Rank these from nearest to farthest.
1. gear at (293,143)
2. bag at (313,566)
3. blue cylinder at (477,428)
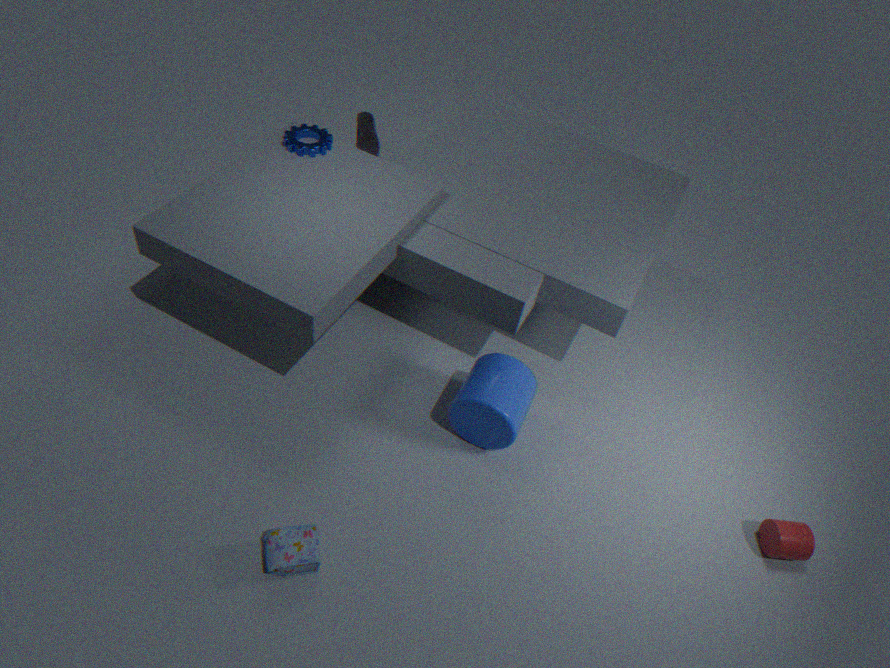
bag at (313,566), blue cylinder at (477,428), gear at (293,143)
